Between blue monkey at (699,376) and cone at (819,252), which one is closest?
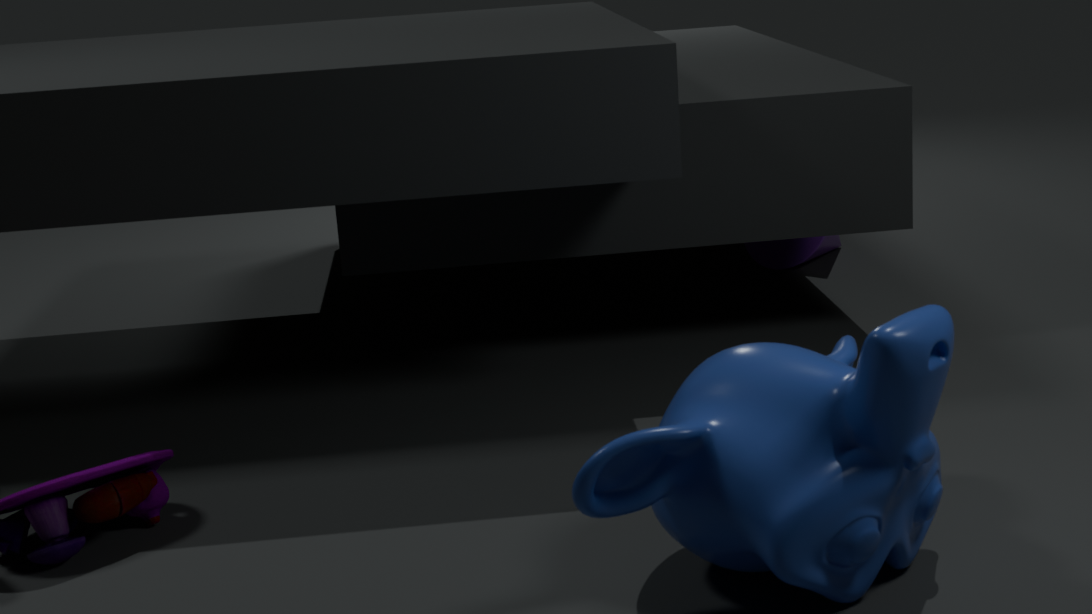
blue monkey at (699,376)
